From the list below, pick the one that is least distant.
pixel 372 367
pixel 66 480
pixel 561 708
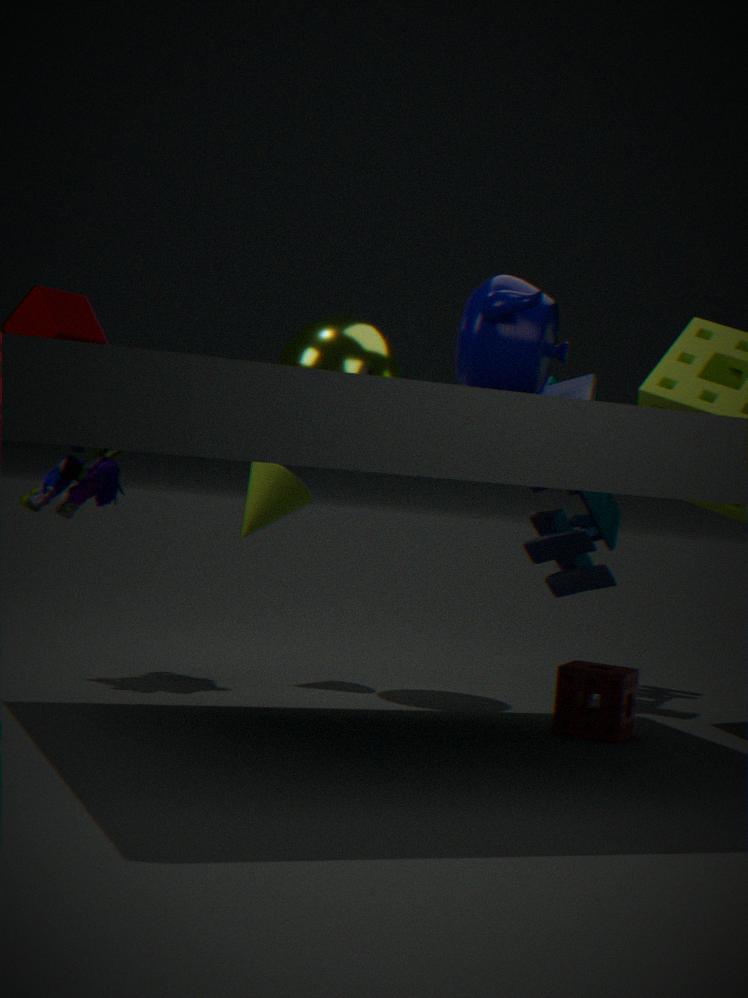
pixel 561 708
